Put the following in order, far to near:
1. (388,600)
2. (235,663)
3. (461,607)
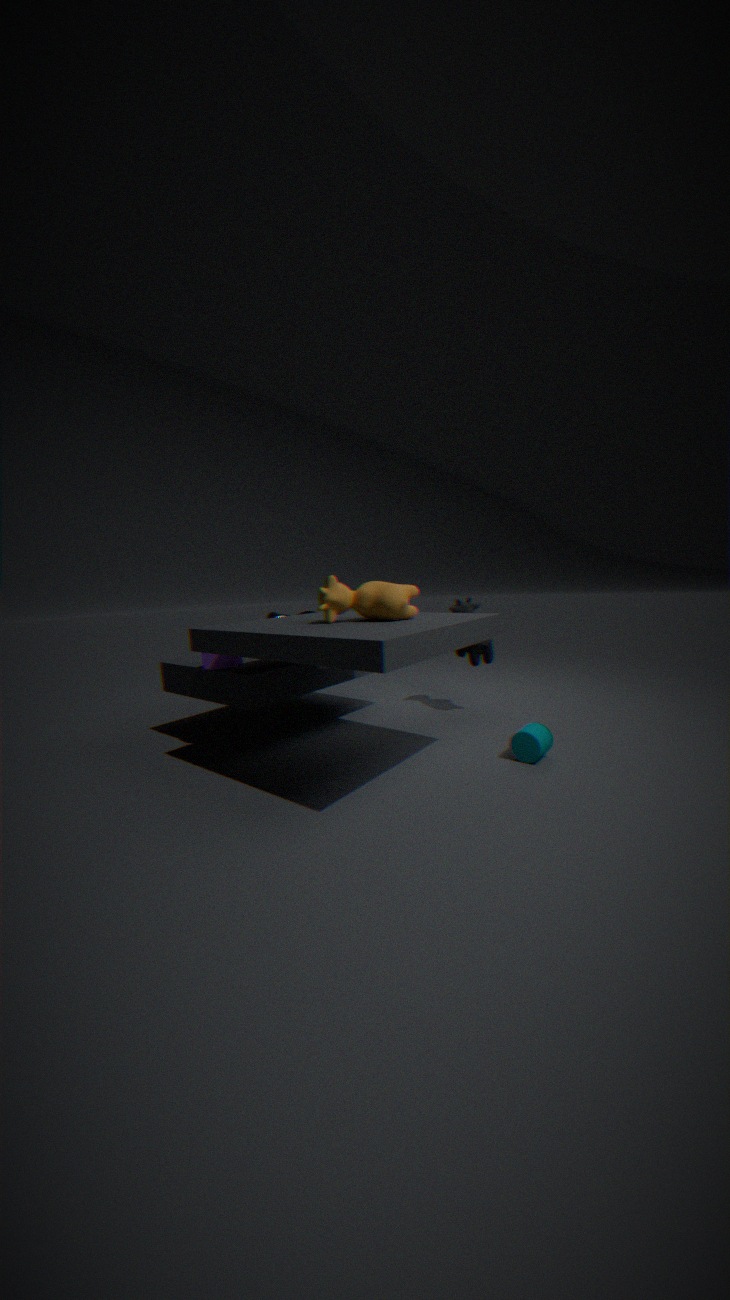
(461,607) < (235,663) < (388,600)
